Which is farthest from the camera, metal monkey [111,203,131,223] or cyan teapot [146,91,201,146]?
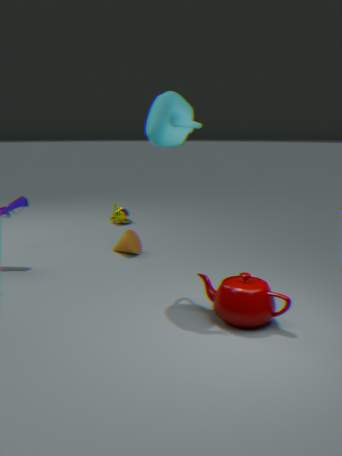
metal monkey [111,203,131,223]
